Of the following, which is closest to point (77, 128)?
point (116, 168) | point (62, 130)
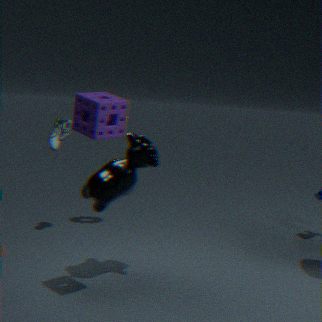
point (116, 168)
